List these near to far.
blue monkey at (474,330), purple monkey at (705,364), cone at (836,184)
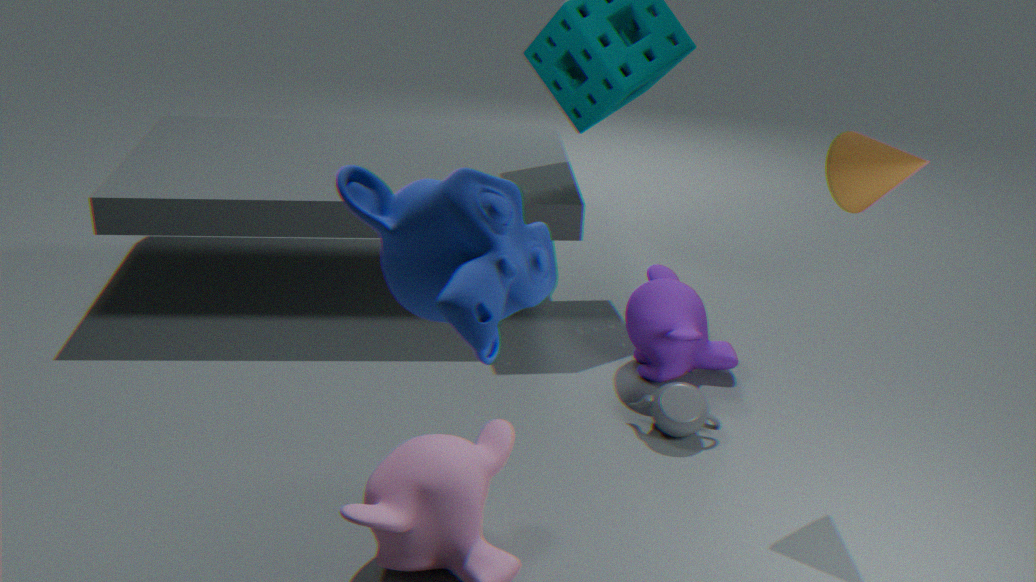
blue monkey at (474,330) < cone at (836,184) < purple monkey at (705,364)
